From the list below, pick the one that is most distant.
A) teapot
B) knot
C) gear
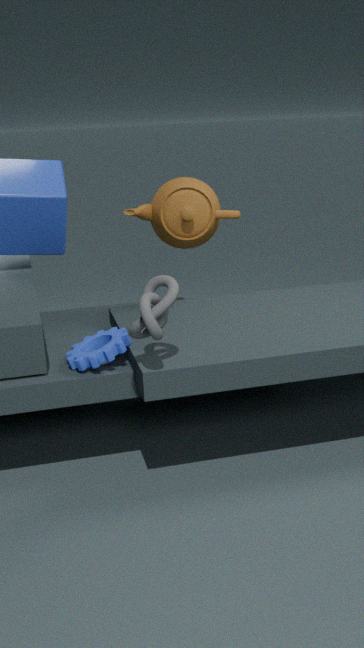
teapot
